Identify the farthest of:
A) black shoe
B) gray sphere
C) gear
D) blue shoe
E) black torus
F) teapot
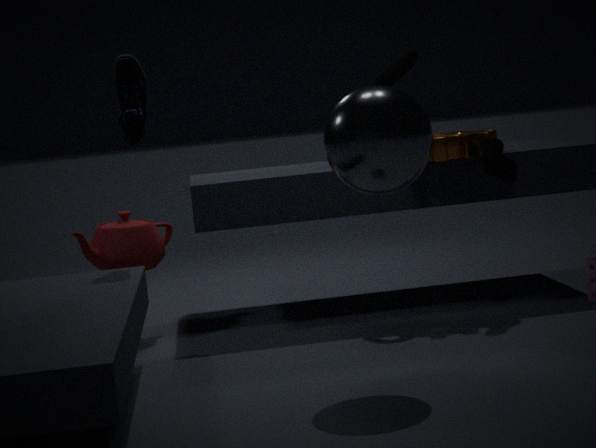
teapot
